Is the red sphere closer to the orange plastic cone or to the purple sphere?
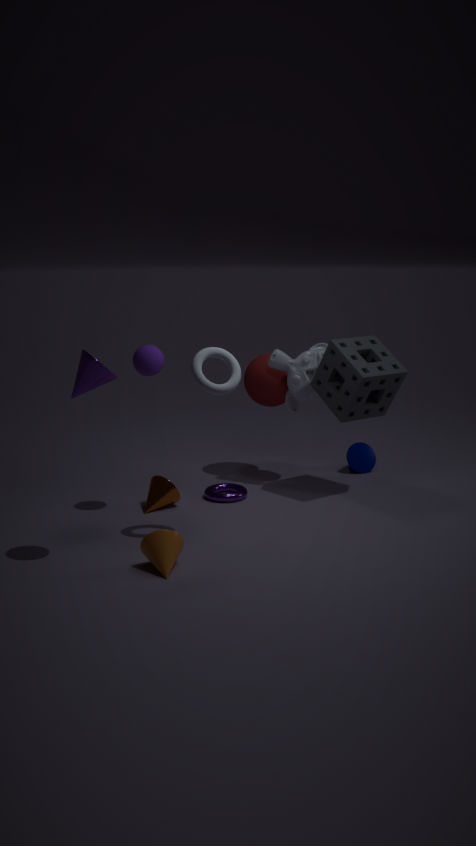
the purple sphere
